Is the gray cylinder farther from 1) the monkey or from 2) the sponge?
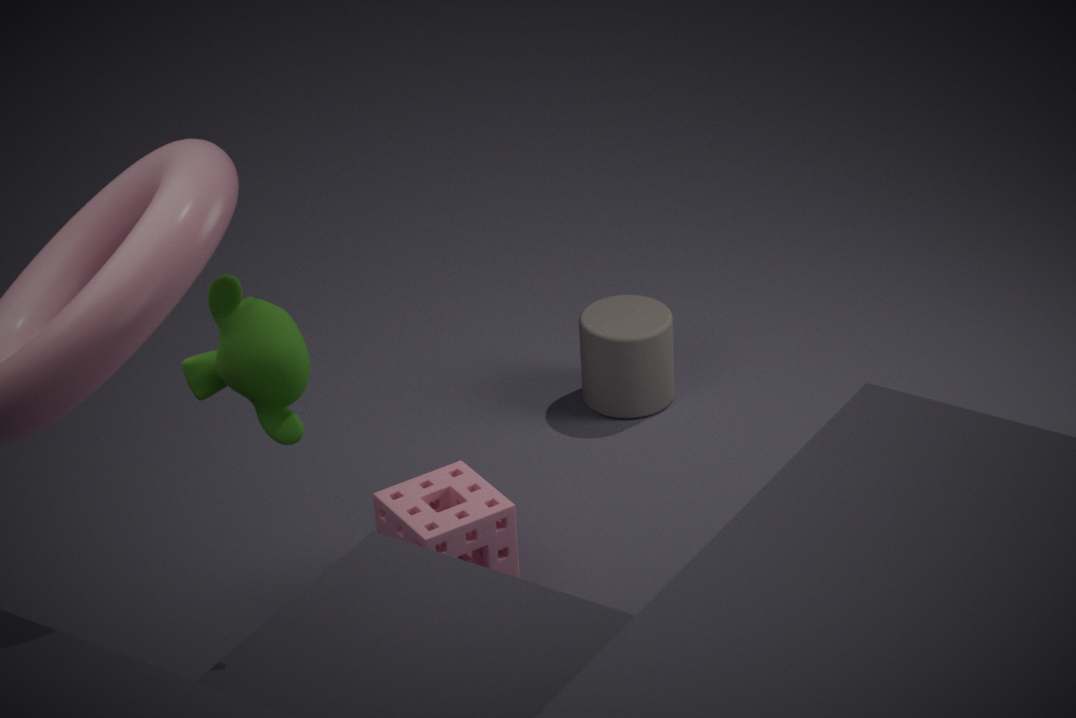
1) the monkey
